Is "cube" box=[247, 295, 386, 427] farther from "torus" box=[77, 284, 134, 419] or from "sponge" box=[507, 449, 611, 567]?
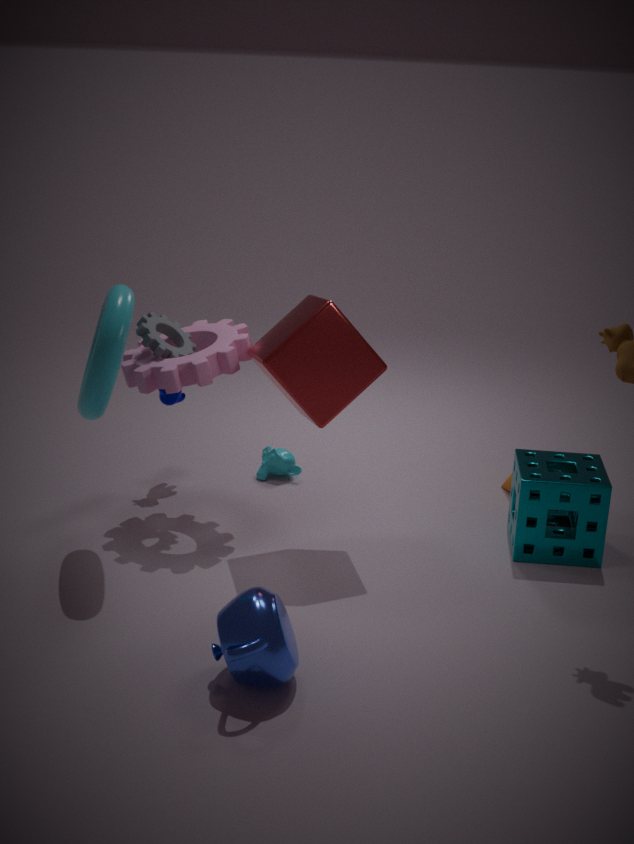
"sponge" box=[507, 449, 611, 567]
